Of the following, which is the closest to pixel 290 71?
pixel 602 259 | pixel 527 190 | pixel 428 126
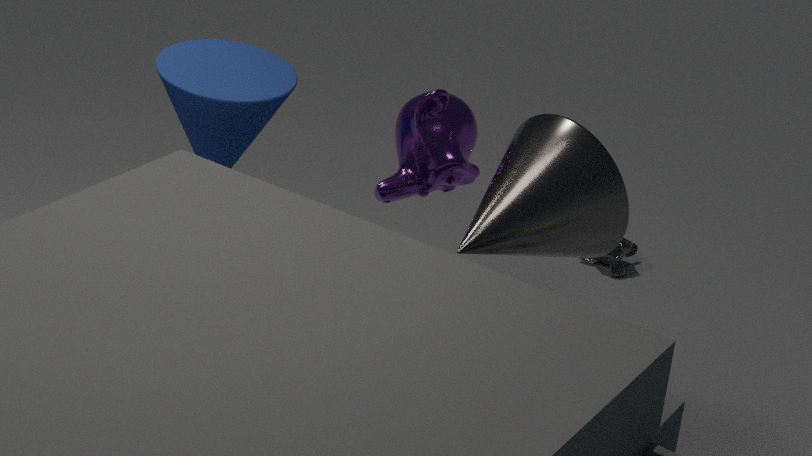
pixel 428 126
